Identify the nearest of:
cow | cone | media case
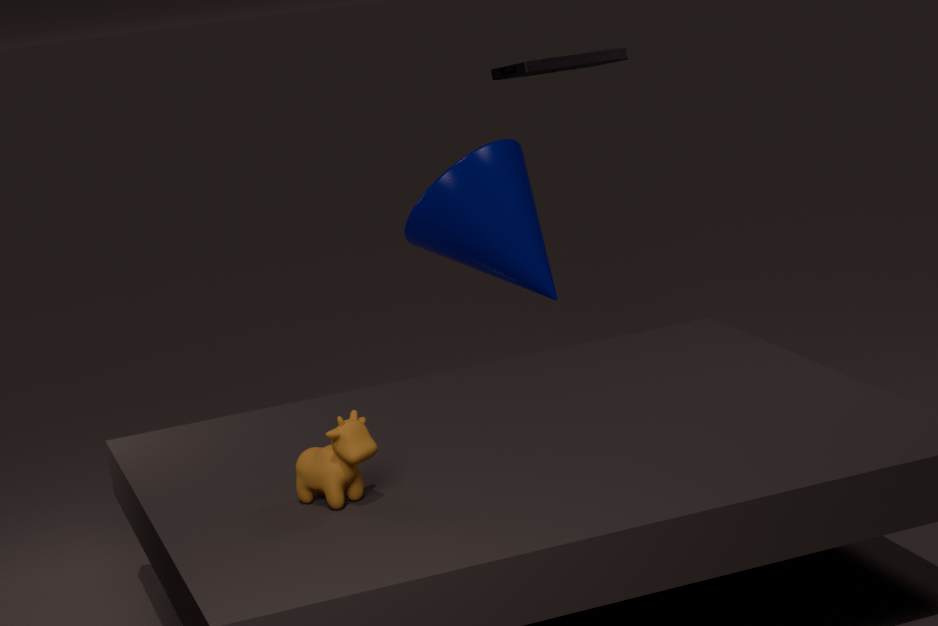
cow
